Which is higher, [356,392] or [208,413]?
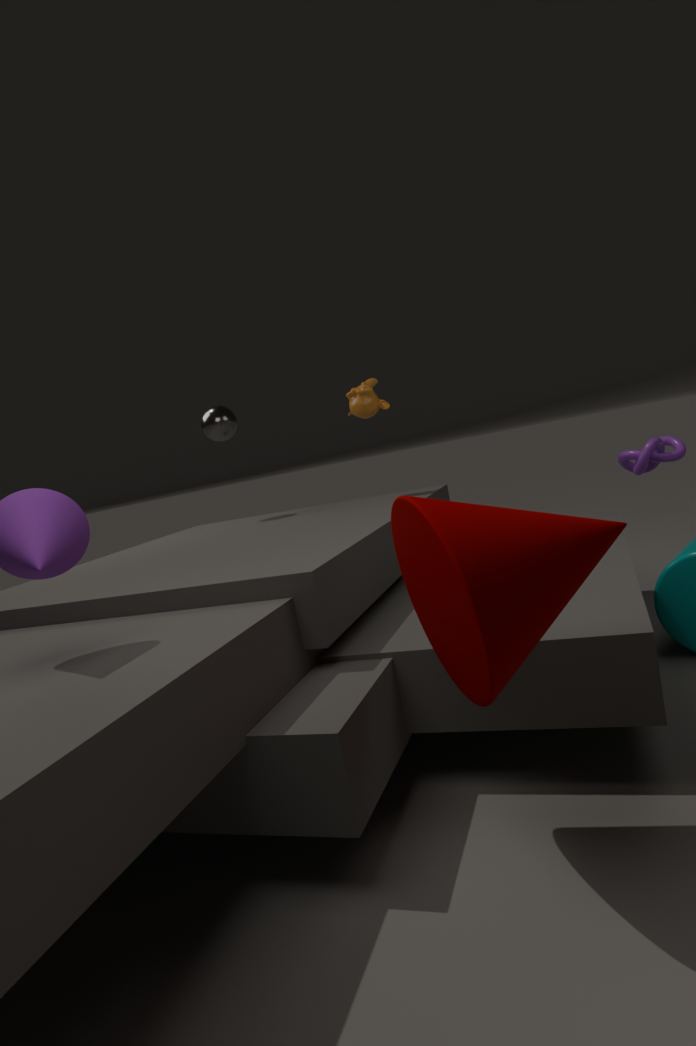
[208,413]
